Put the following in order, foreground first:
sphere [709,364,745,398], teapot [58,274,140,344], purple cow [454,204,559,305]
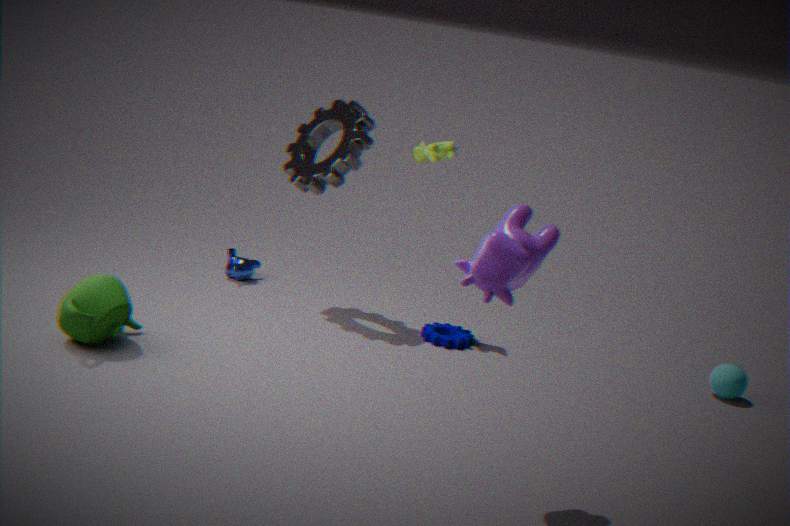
Result: 1. purple cow [454,204,559,305]
2. teapot [58,274,140,344]
3. sphere [709,364,745,398]
